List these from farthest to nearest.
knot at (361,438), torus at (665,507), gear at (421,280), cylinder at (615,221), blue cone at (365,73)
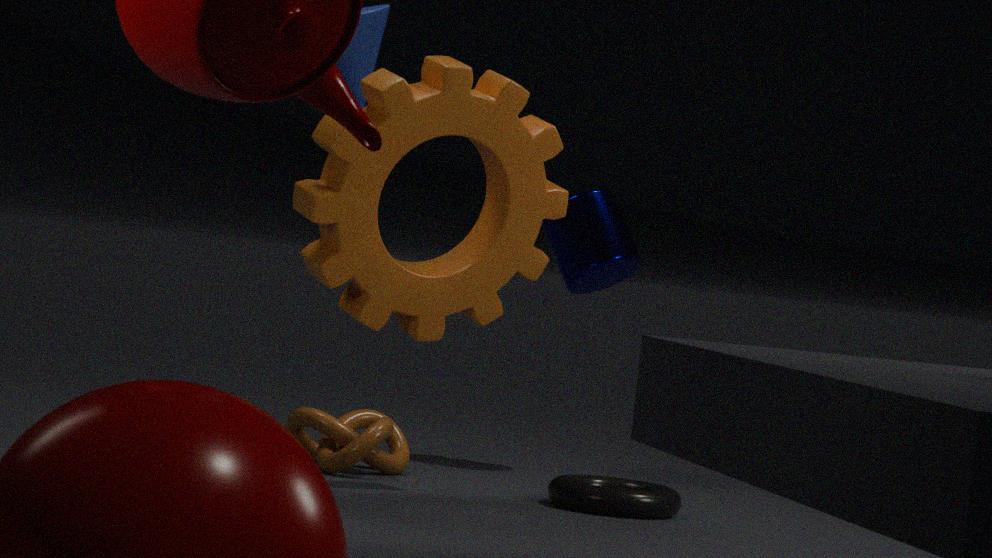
cylinder at (615,221), blue cone at (365,73), knot at (361,438), torus at (665,507), gear at (421,280)
